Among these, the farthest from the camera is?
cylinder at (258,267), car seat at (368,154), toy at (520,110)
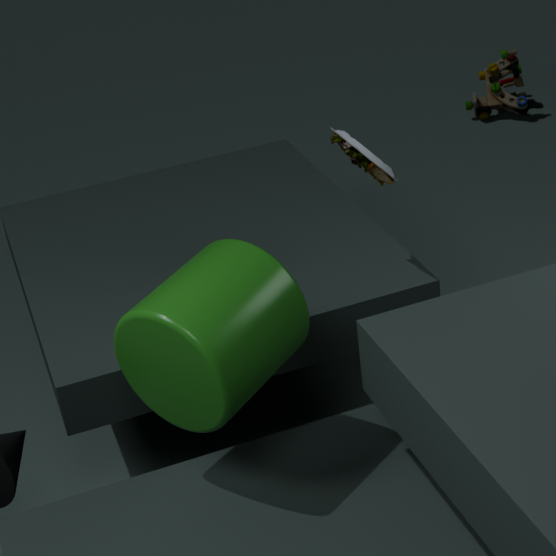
toy at (520,110)
